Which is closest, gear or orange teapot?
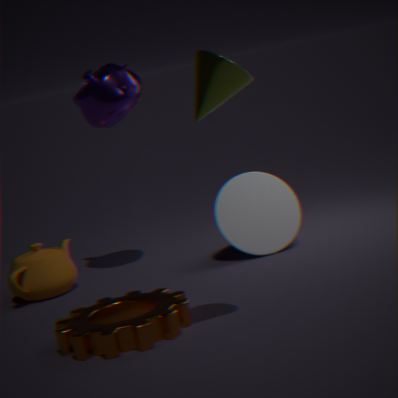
gear
